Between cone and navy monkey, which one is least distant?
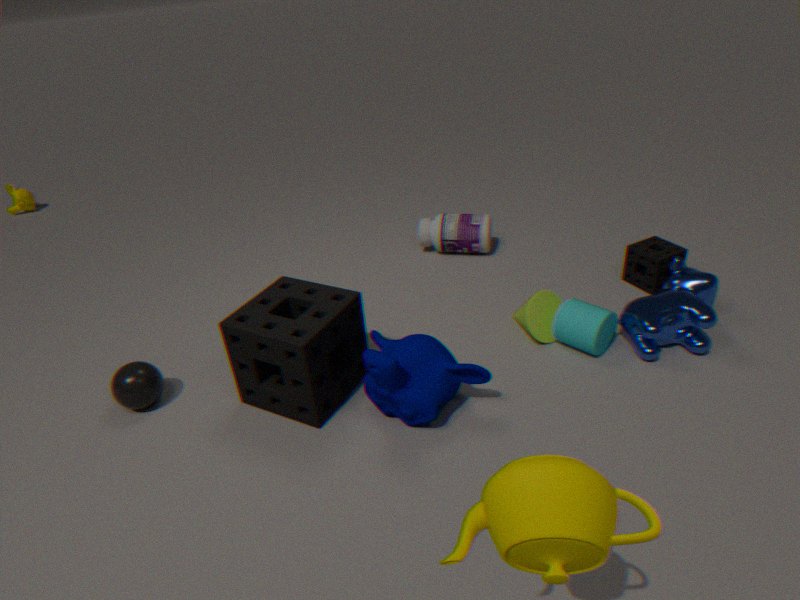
navy monkey
